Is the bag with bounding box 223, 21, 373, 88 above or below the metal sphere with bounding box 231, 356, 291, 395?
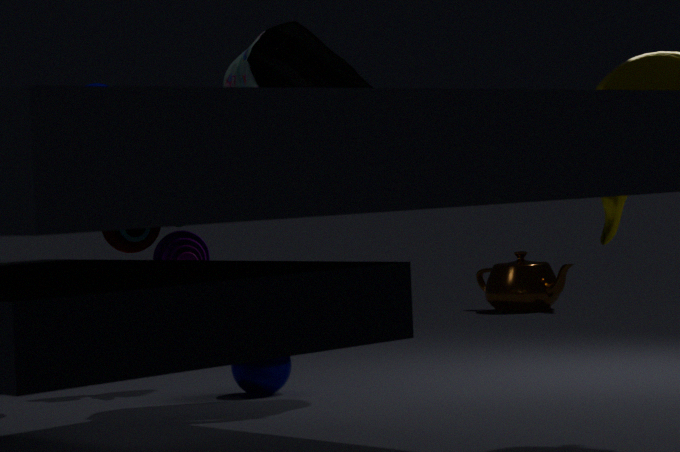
above
